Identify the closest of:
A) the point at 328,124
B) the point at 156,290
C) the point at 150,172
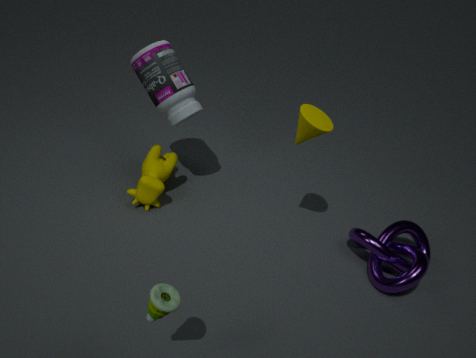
B. the point at 156,290
